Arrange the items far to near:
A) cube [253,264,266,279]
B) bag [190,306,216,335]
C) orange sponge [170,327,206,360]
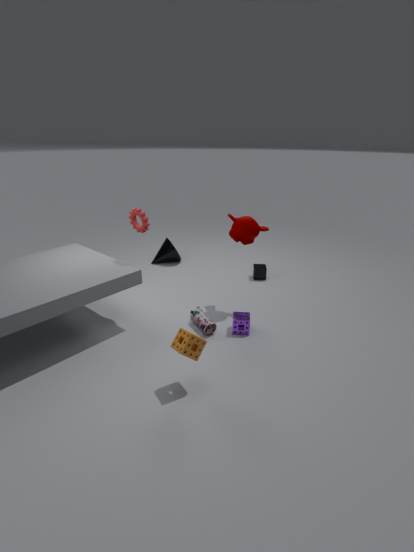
cube [253,264,266,279]
bag [190,306,216,335]
orange sponge [170,327,206,360]
